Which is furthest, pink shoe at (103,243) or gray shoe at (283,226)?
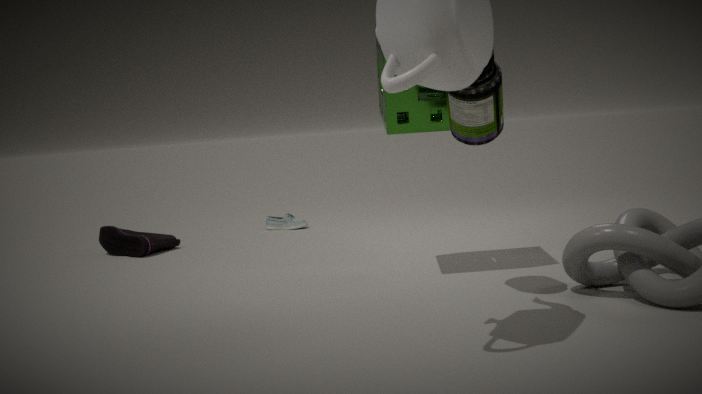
gray shoe at (283,226)
